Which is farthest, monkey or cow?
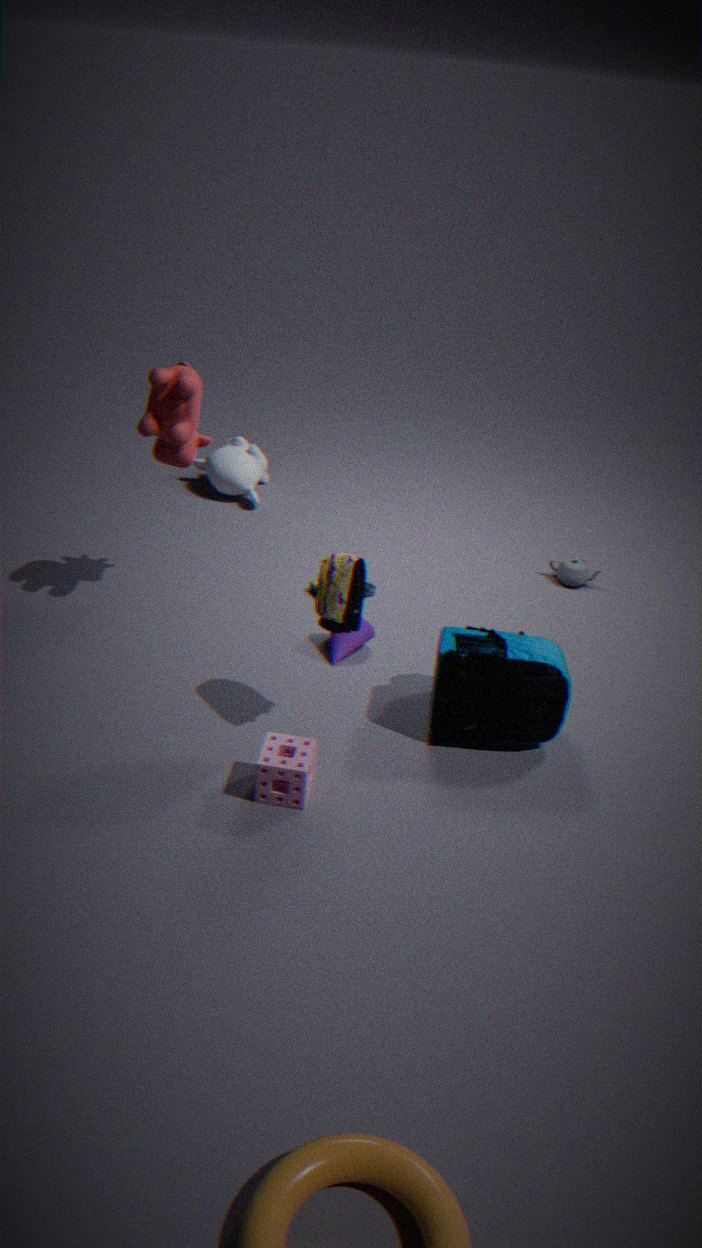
monkey
